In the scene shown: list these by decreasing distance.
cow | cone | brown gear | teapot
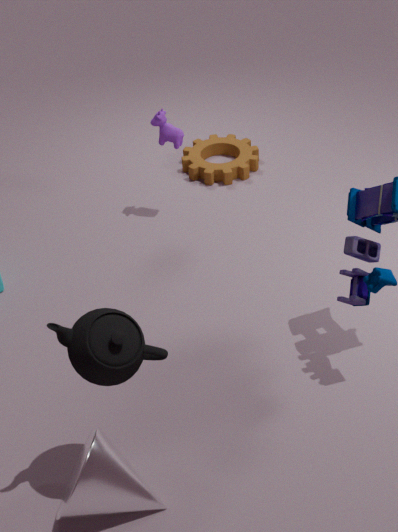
brown gear, cow, cone, teapot
